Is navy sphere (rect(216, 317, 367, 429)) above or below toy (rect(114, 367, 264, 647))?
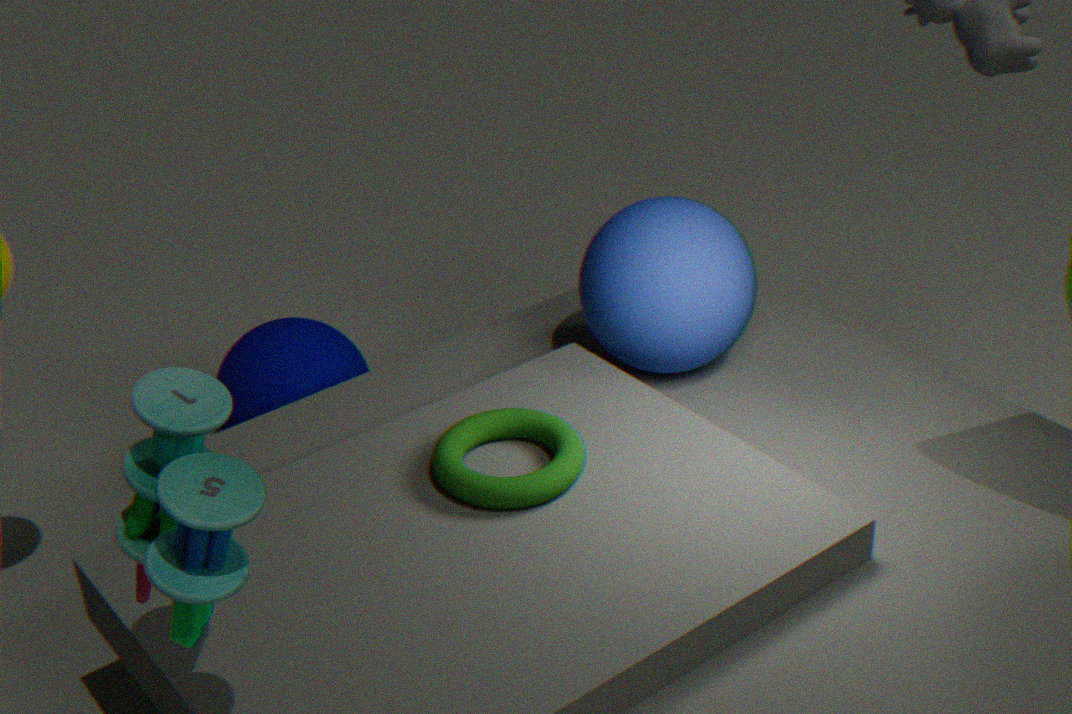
below
